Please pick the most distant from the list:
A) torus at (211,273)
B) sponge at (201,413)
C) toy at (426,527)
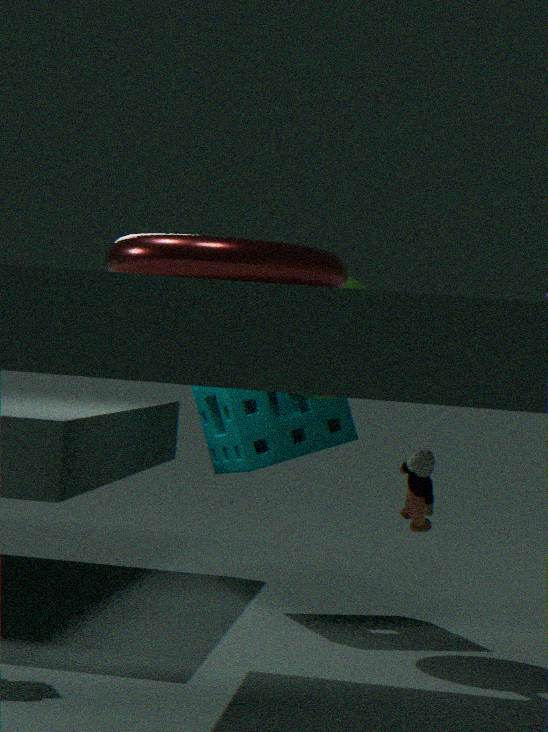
sponge at (201,413)
